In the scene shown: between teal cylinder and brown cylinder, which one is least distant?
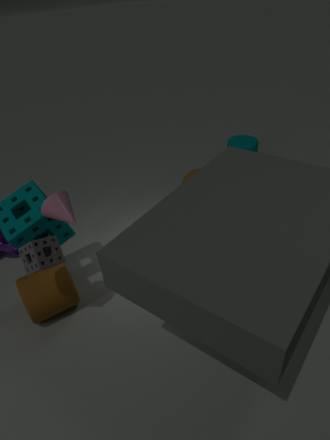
brown cylinder
